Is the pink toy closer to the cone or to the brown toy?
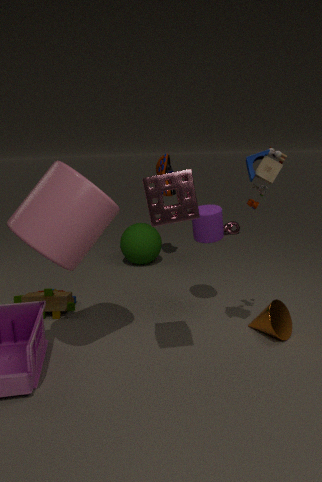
Result: the cone
